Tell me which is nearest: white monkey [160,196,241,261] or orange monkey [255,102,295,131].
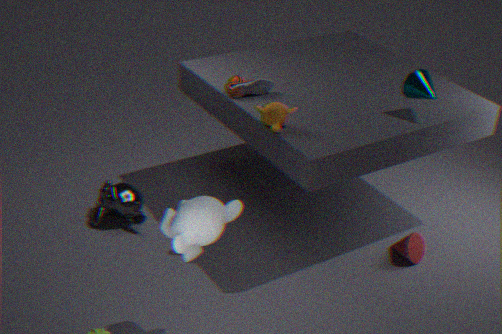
white monkey [160,196,241,261]
